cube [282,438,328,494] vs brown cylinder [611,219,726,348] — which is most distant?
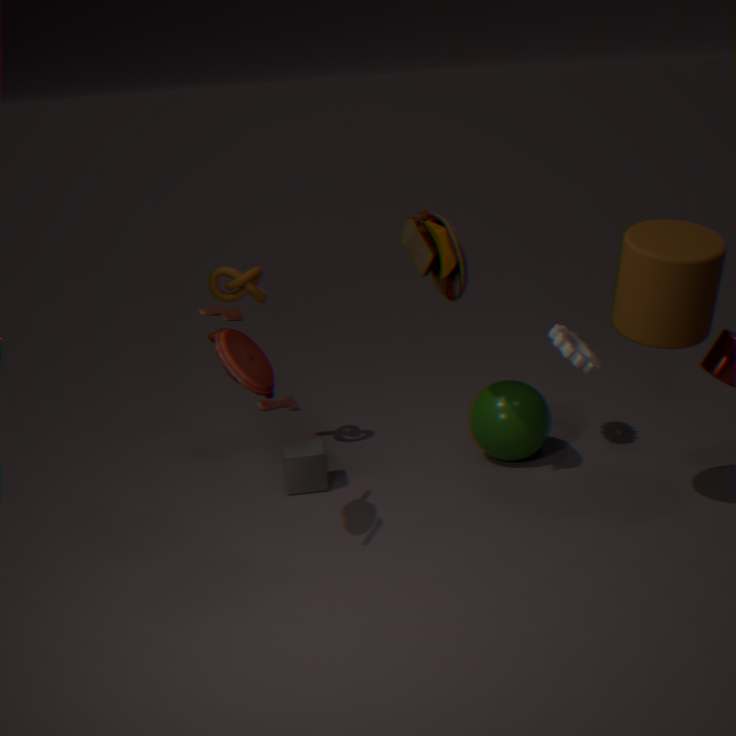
cube [282,438,328,494]
